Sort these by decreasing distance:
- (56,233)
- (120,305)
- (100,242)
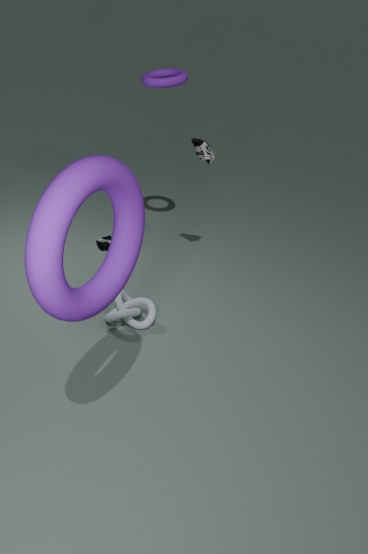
(120,305) < (100,242) < (56,233)
